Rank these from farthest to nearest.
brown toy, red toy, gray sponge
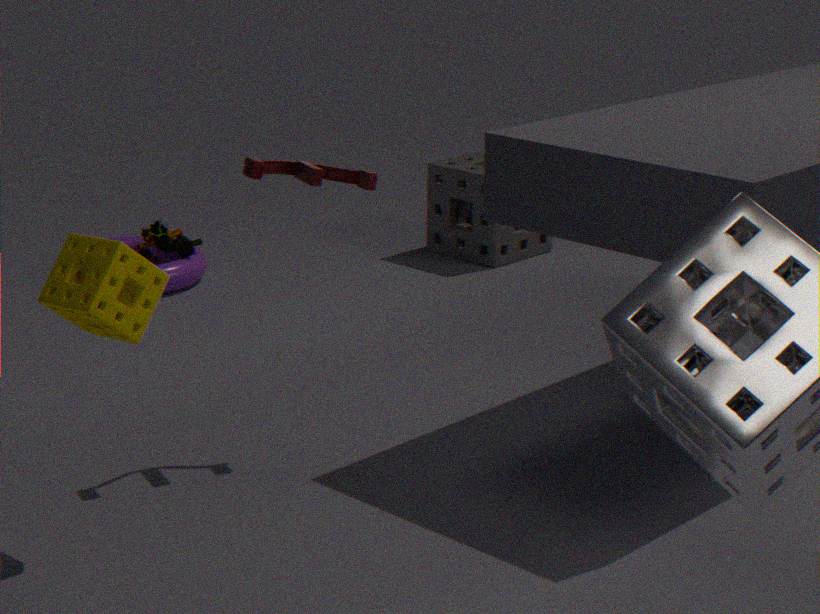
1. gray sponge
2. brown toy
3. red toy
